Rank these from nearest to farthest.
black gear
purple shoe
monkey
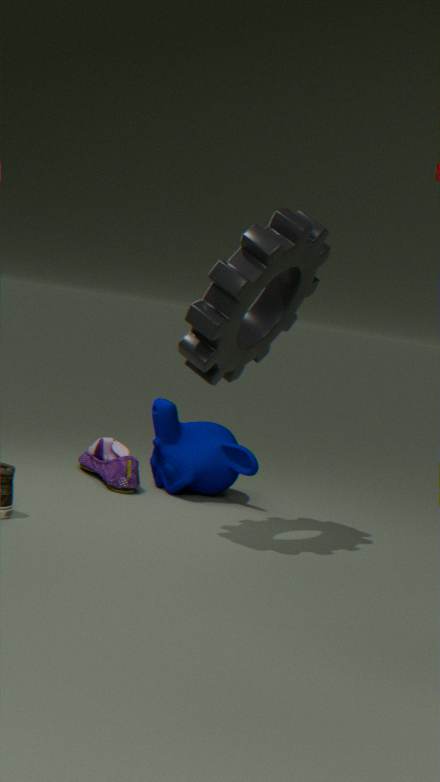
black gear → purple shoe → monkey
